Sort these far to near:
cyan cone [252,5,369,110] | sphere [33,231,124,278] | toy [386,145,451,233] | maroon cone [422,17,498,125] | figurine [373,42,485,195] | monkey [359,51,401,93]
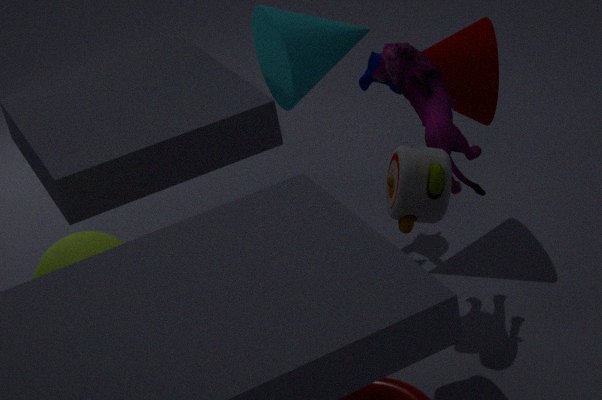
monkey [359,51,401,93] < maroon cone [422,17,498,125] < cyan cone [252,5,369,110] < figurine [373,42,485,195] < toy [386,145,451,233] < sphere [33,231,124,278]
